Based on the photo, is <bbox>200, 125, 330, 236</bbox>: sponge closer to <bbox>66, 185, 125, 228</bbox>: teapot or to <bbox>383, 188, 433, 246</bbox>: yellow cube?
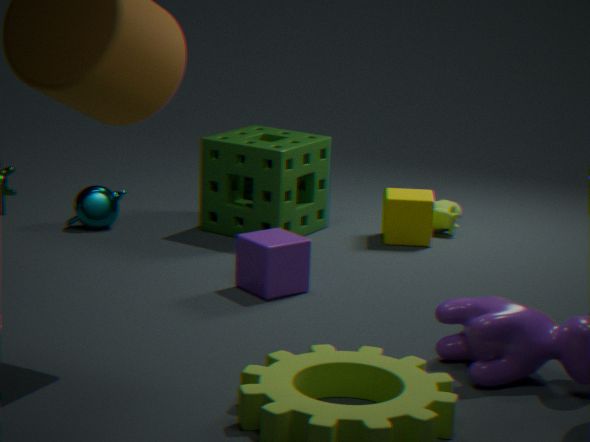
<bbox>383, 188, 433, 246</bbox>: yellow cube
